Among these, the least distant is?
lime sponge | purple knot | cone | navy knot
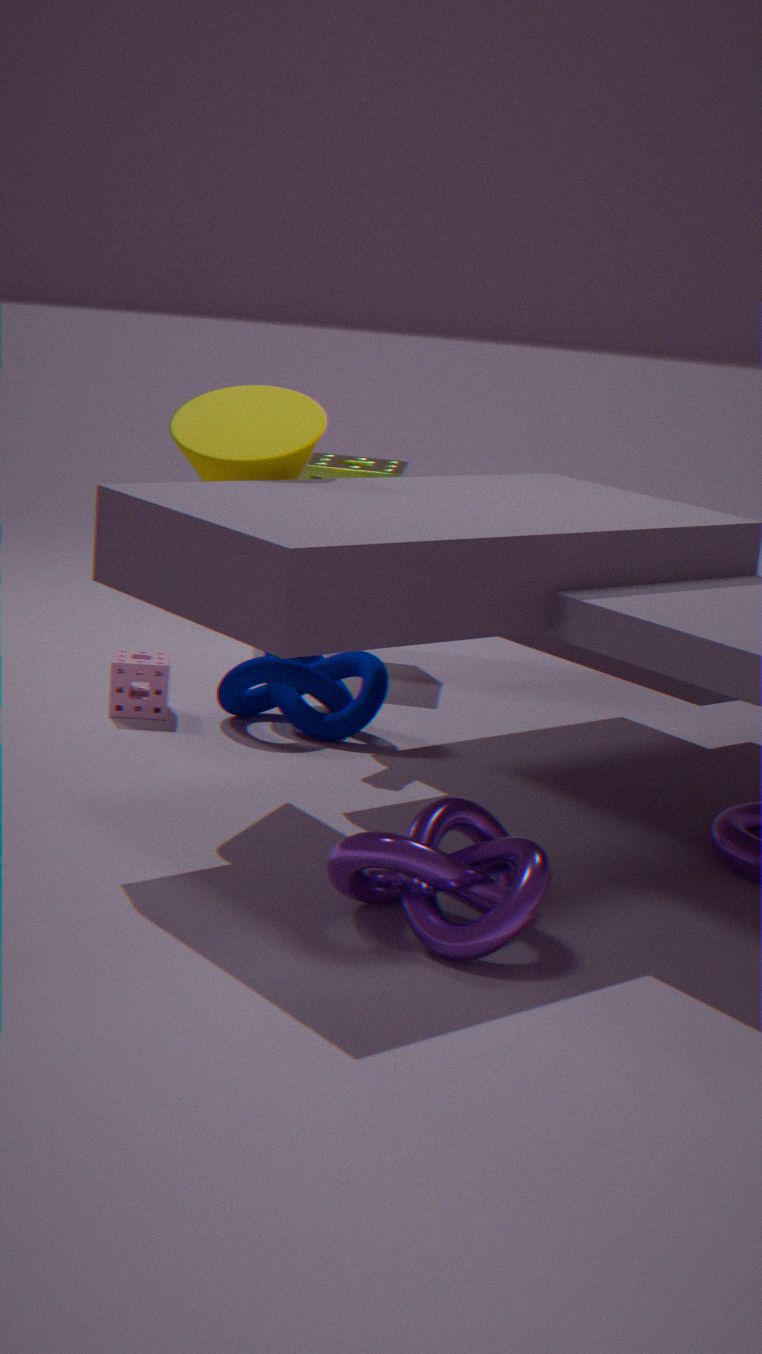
purple knot
